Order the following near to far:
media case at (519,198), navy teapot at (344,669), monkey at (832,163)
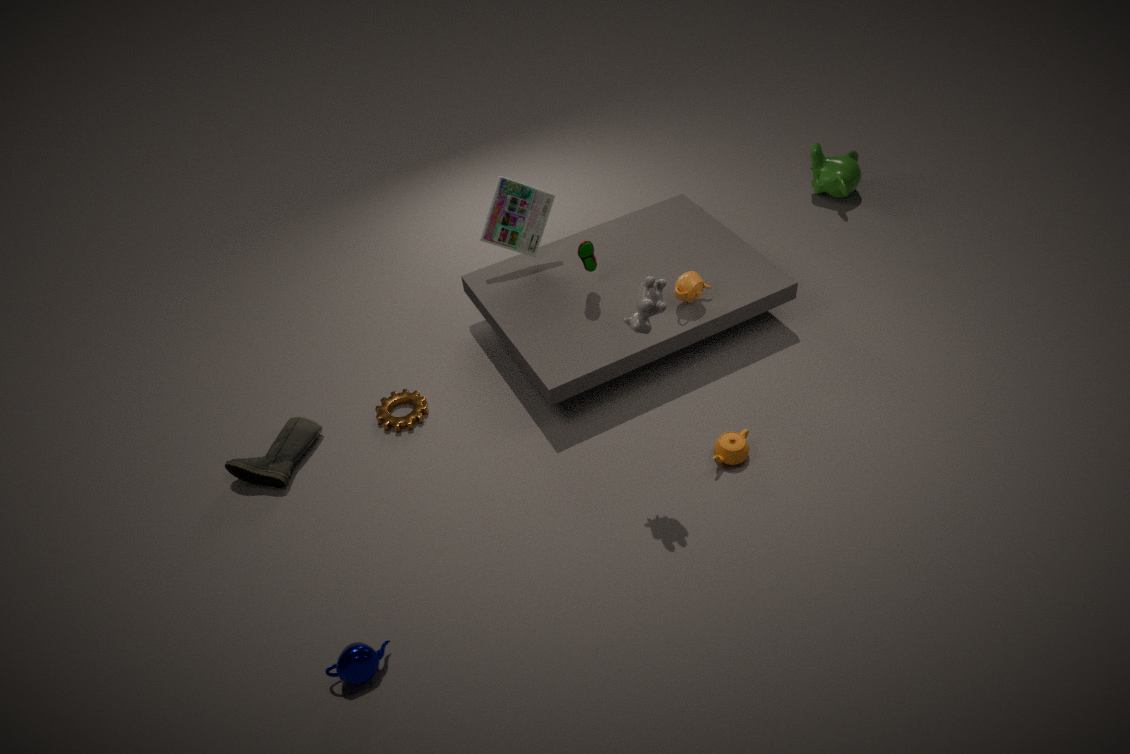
navy teapot at (344,669) → media case at (519,198) → monkey at (832,163)
